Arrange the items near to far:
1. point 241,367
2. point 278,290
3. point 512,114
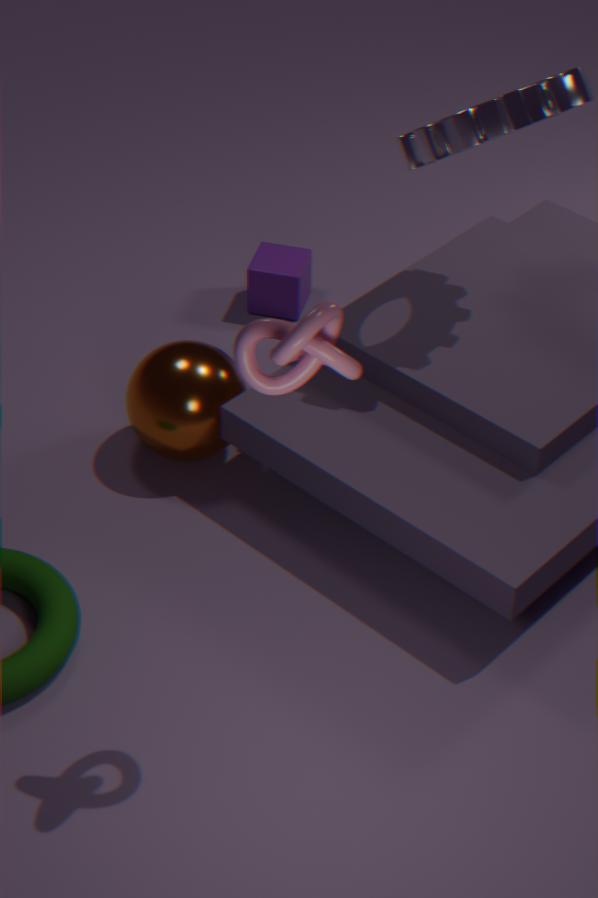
point 241,367
point 512,114
point 278,290
